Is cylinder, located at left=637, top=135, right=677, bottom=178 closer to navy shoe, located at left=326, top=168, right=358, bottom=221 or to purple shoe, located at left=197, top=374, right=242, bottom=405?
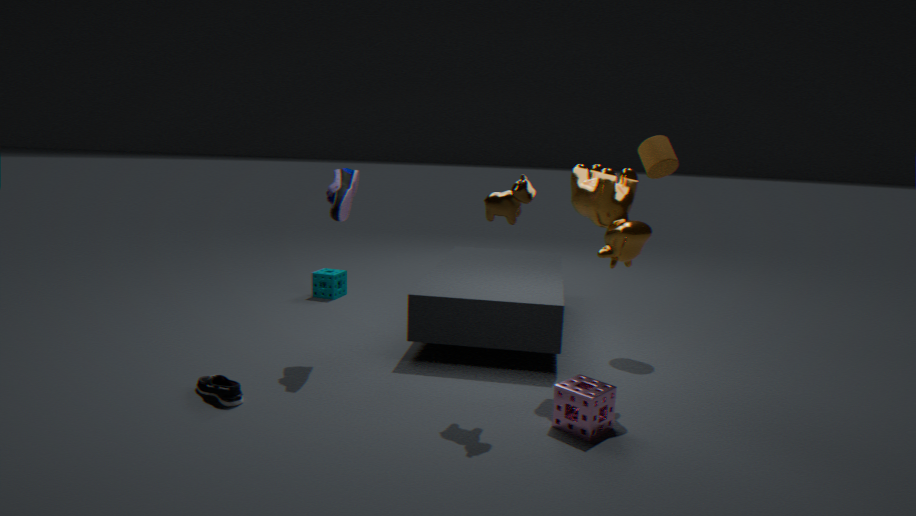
navy shoe, located at left=326, top=168, right=358, bottom=221
